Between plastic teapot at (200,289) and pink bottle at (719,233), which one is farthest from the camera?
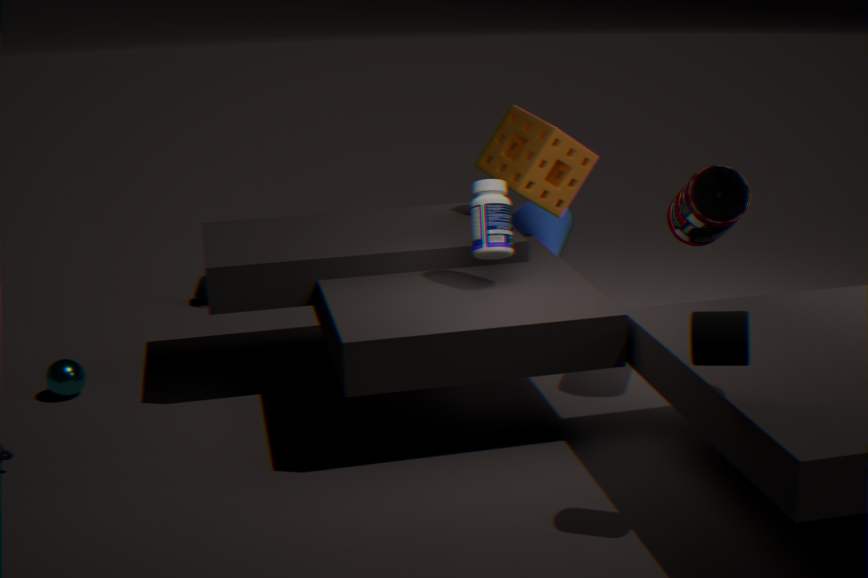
plastic teapot at (200,289)
